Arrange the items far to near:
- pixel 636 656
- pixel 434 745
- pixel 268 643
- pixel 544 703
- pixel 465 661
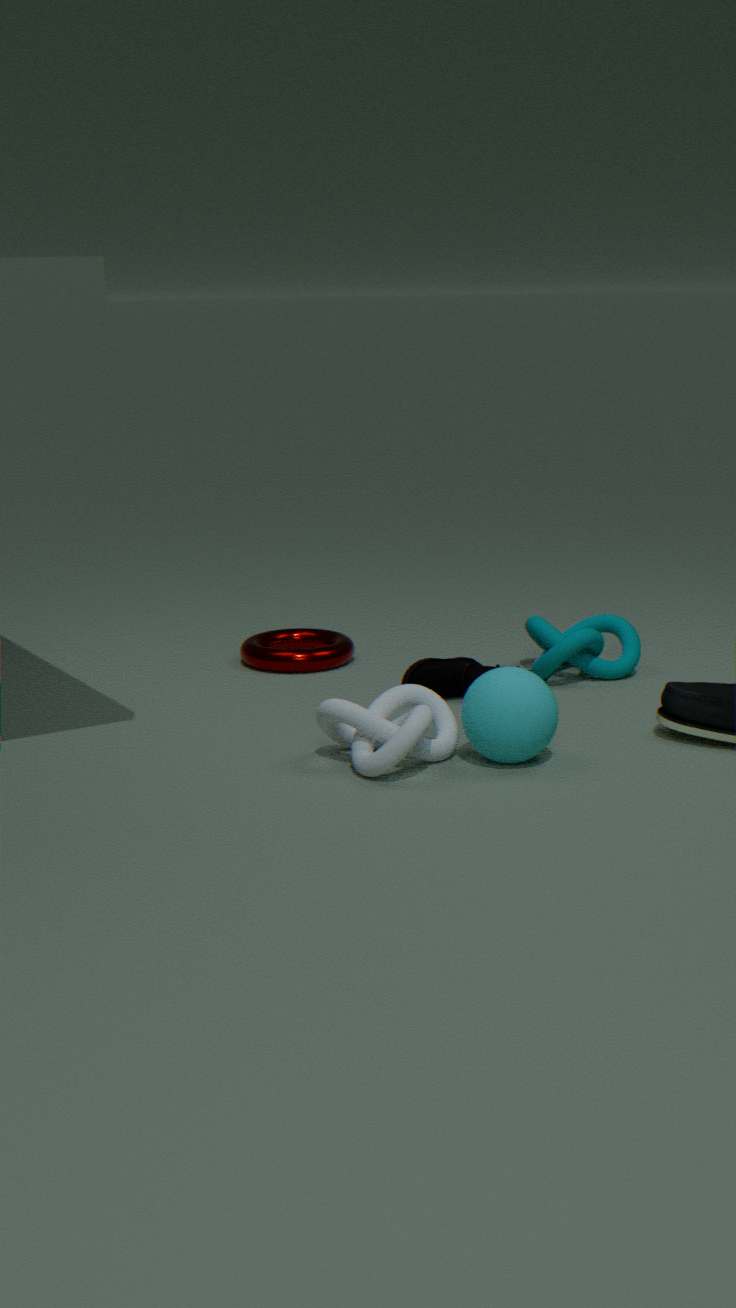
pixel 268 643
pixel 636 656
pixel 465 661
pixel 434 745
pixel 544 703
